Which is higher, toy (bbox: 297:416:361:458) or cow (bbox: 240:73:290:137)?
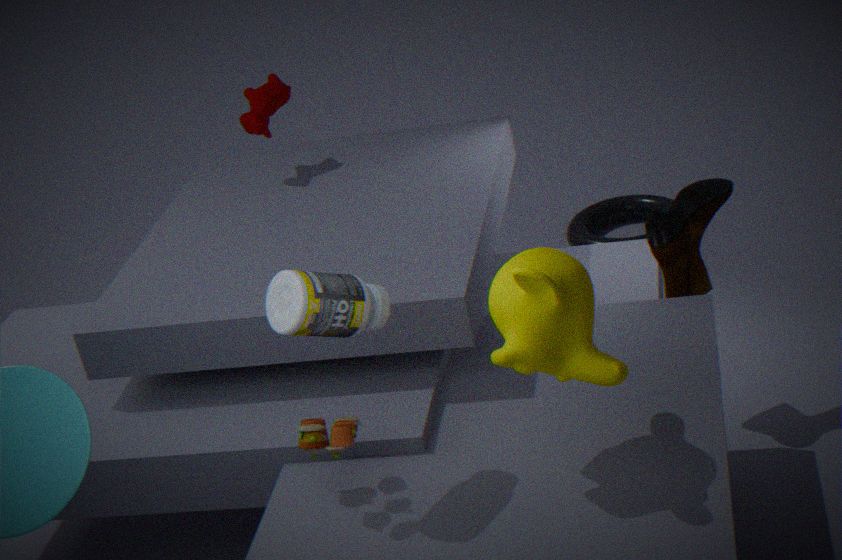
cow (bbox: 240:73:290:137)
